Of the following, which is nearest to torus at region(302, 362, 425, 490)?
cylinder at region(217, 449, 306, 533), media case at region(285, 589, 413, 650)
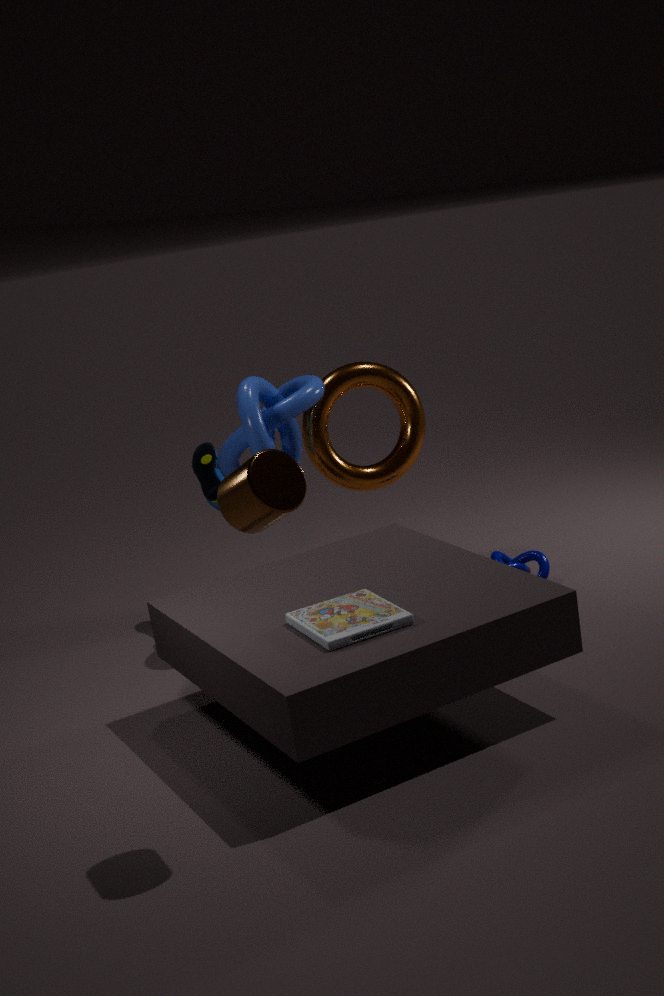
media case at region(285, 589, 413, 650)
